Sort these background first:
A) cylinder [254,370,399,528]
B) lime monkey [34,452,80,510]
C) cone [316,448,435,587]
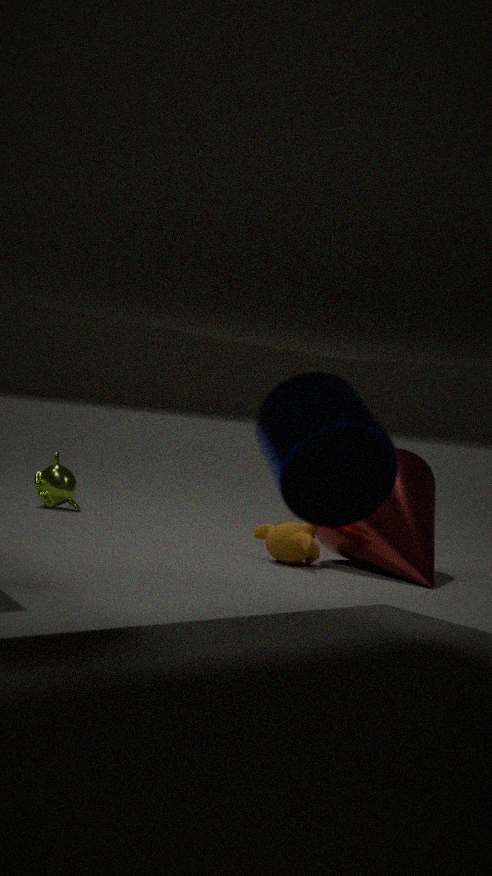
B. lime monkey [34,452,80,510] < C. cone [316,448,435,587] < A. cylinder [254,370,399,528]
